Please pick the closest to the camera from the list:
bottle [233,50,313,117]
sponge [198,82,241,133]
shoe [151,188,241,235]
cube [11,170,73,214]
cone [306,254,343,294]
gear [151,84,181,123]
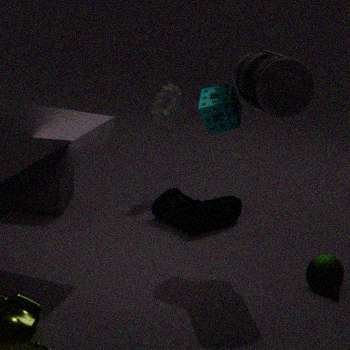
bottle [233,50,313,117]
